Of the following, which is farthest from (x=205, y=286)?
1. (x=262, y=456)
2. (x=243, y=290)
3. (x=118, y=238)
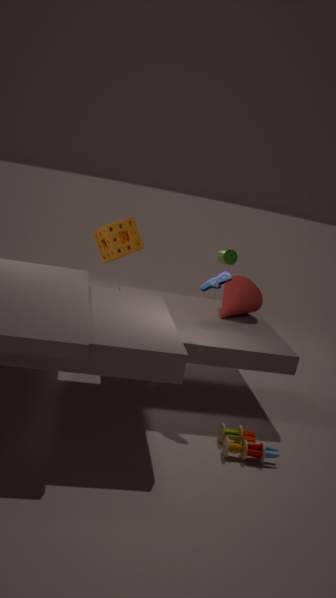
(x=118, y=238)
